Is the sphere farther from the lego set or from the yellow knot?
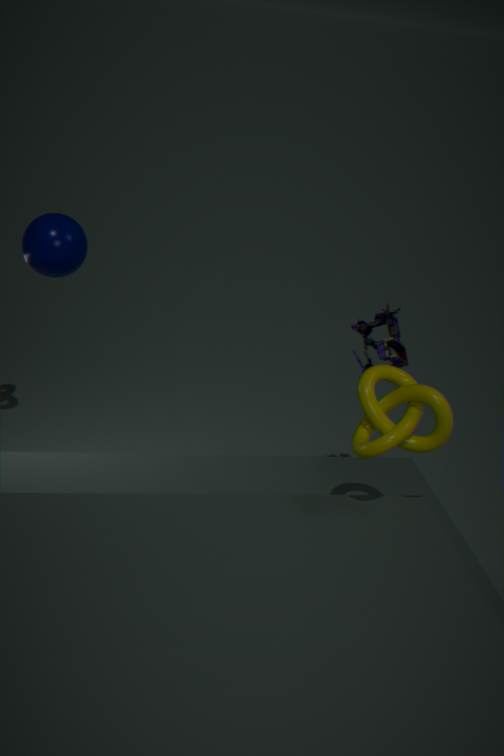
the lego set
